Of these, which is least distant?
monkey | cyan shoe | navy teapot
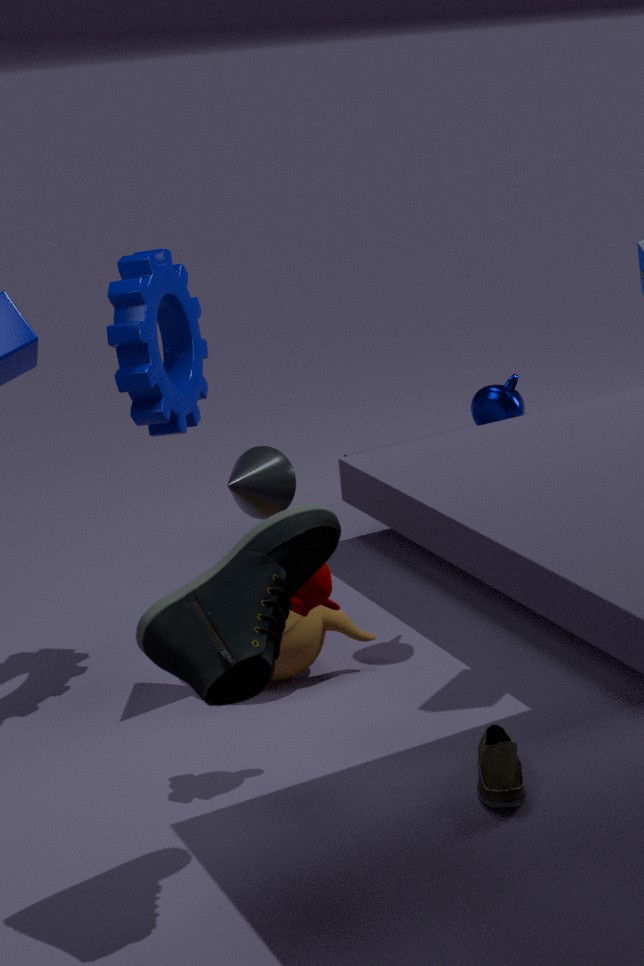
cyan shoe
